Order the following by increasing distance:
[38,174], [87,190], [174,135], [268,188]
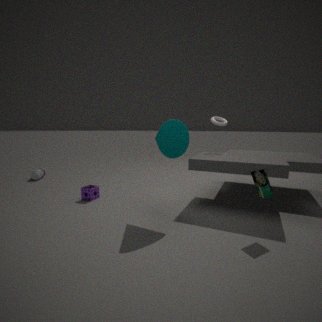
[268,188]
[174,135]
[87,190]
[38,174]
